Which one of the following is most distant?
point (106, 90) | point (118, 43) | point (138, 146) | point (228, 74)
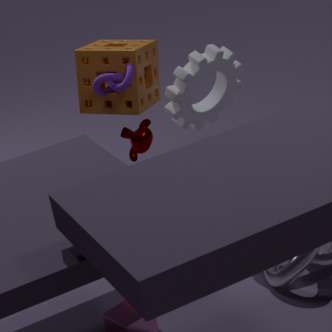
point (228, 74)
